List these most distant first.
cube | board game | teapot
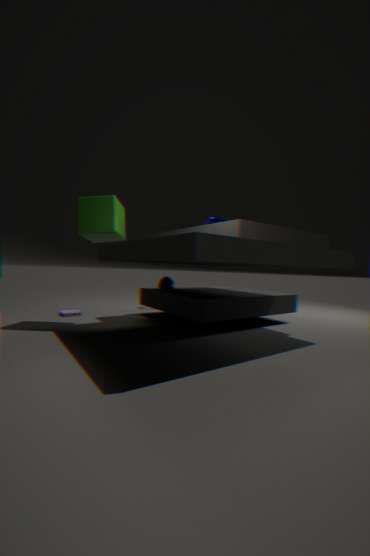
board game → teapot → cube
